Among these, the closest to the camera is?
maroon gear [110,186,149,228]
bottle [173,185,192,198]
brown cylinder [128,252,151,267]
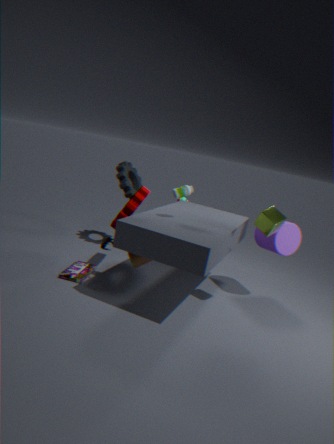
brown cylinder [128,252,151,267]
